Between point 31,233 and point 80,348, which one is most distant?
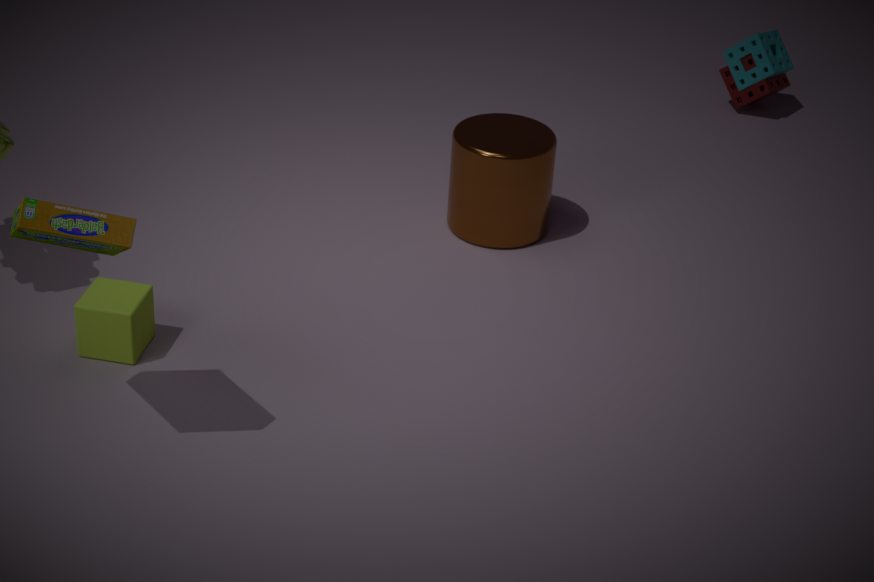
point 80,348
